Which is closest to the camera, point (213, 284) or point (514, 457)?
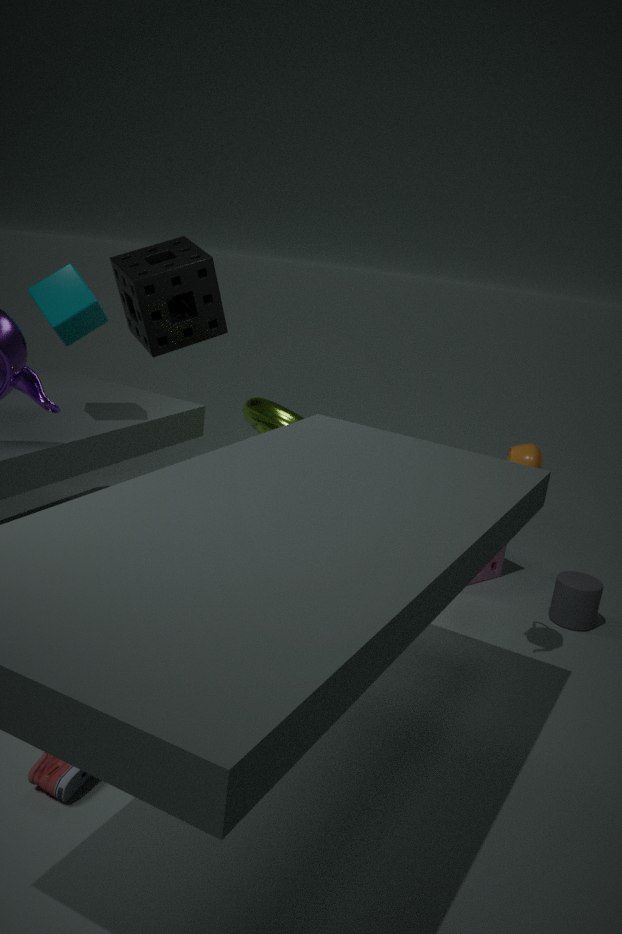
point (514, 457)
